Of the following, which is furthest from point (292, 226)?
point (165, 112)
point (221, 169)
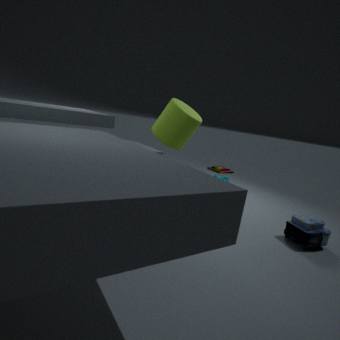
point (221, 169)
